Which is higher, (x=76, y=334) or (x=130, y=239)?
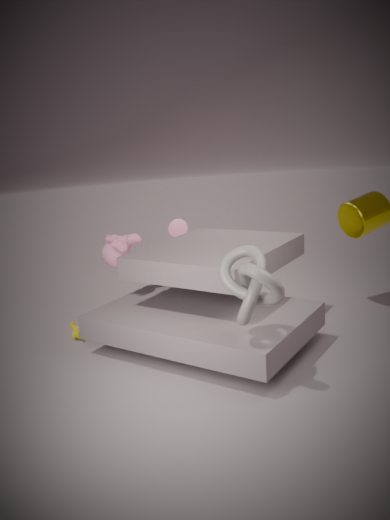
(x=130, y=239)
